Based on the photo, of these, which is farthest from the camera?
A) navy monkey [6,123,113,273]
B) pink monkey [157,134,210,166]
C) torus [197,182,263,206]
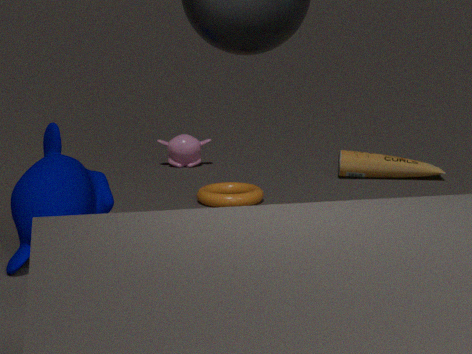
B. pink monkey [157,134,210,166]
